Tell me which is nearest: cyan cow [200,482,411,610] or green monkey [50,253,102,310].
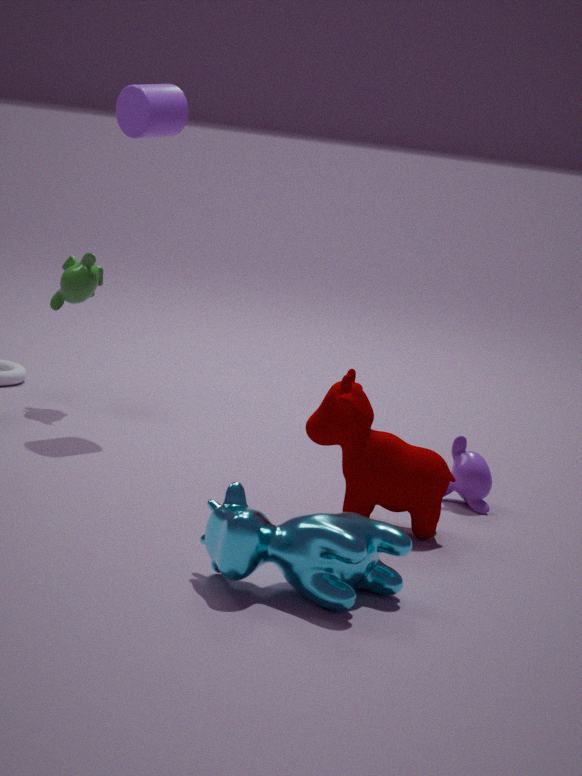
cyan cow [200,482,411,610]
